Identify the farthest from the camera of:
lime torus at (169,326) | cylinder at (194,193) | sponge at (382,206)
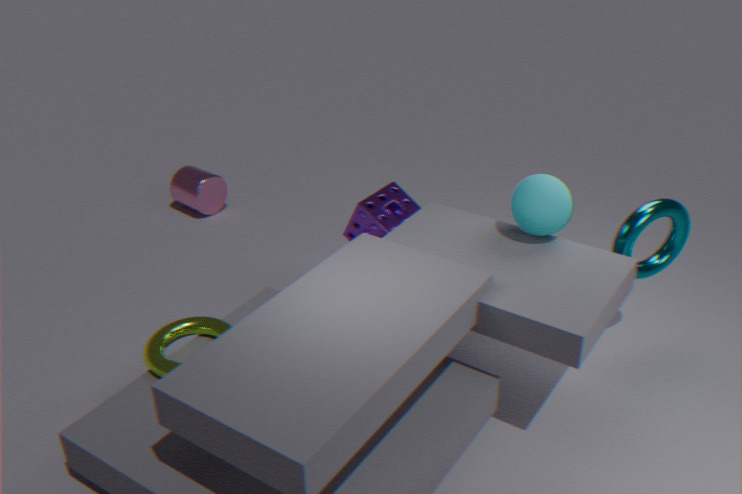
cylinder at (194,193)
